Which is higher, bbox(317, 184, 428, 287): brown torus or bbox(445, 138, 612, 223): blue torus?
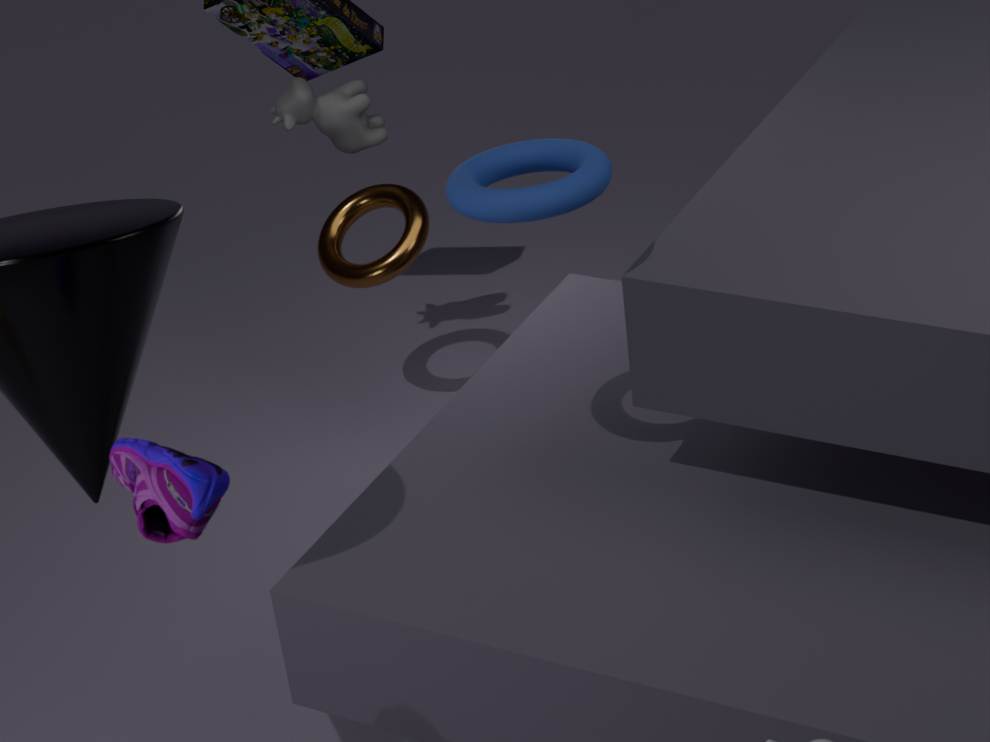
bbox(445, 138, 612, 223): blue torus
